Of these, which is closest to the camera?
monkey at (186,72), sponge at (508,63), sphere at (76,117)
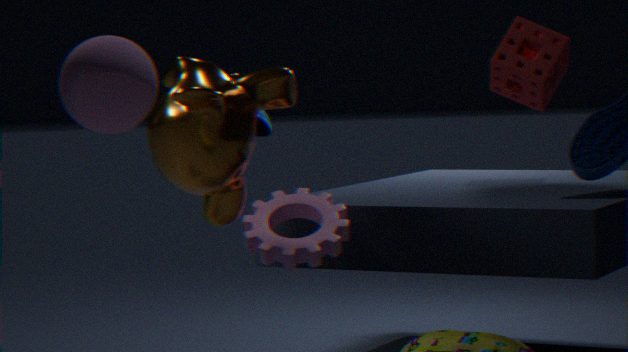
sphere at (76,117)
